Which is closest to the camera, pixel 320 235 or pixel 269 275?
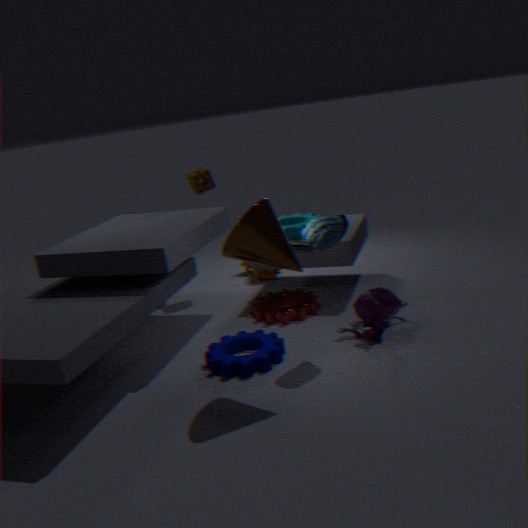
pixel 320 235
